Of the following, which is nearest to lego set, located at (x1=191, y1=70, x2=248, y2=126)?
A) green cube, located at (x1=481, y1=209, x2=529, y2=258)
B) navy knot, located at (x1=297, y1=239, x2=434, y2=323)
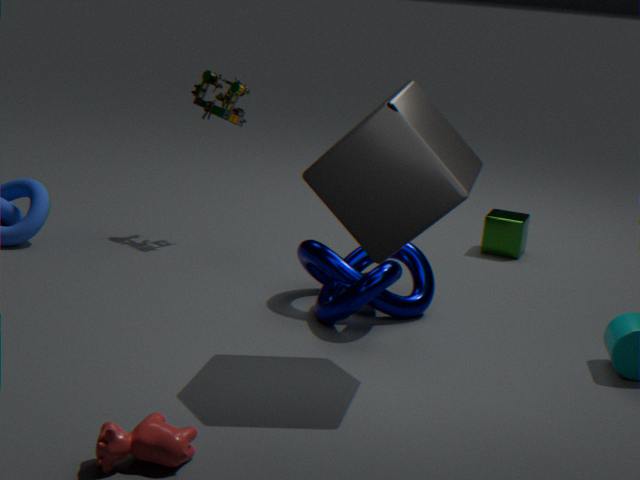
navy knot, located at (x1=297, y1=239, x2=434, y2=323)
